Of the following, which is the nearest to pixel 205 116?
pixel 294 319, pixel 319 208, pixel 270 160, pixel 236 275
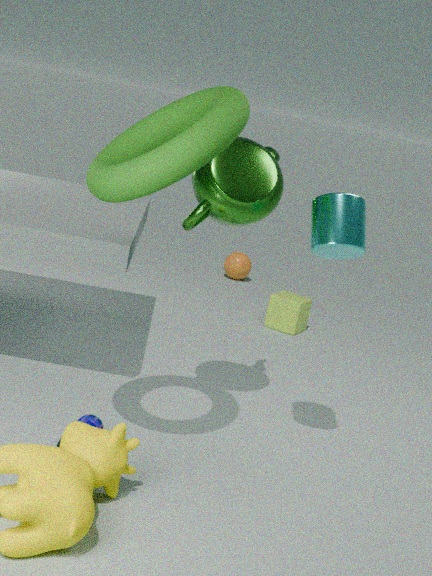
pixel 270 160
